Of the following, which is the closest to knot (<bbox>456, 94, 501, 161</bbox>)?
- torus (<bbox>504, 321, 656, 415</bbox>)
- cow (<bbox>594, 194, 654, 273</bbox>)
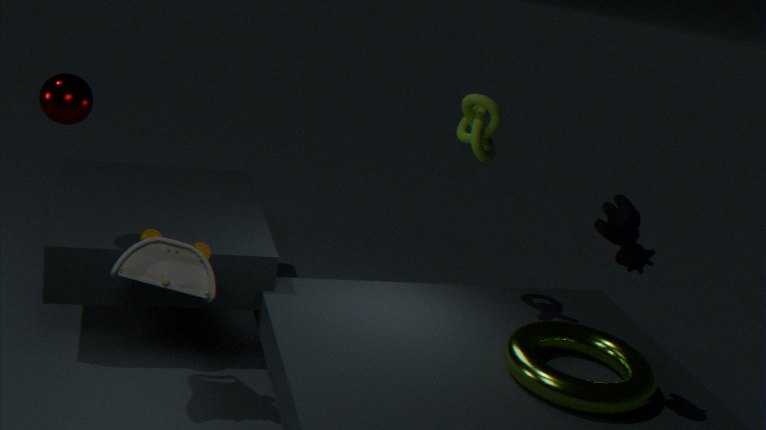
cow (<bbox>594, 194, 654, 273</bbox>)
